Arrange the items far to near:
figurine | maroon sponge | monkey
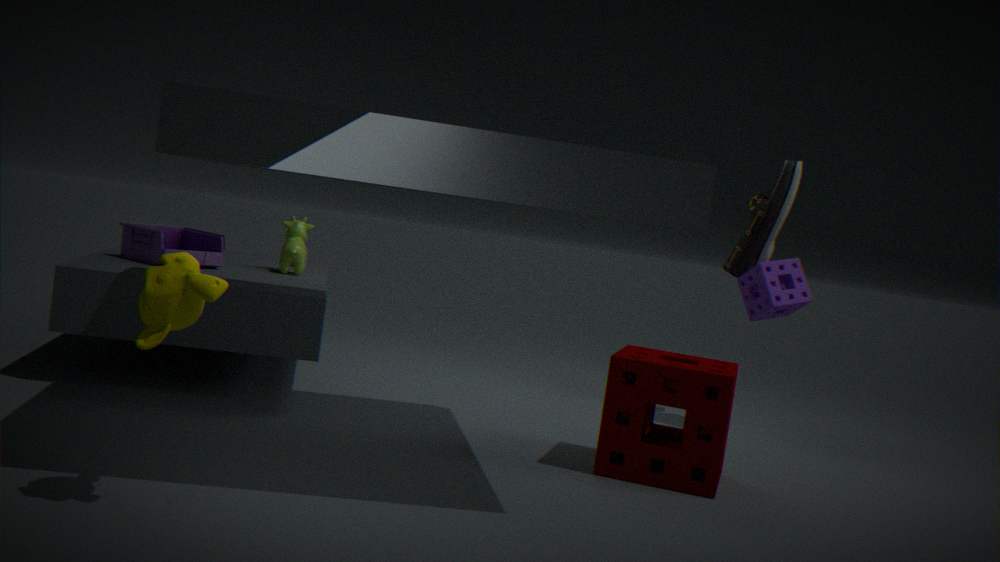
1. figurine
2. maroon sponge
3. monkey
